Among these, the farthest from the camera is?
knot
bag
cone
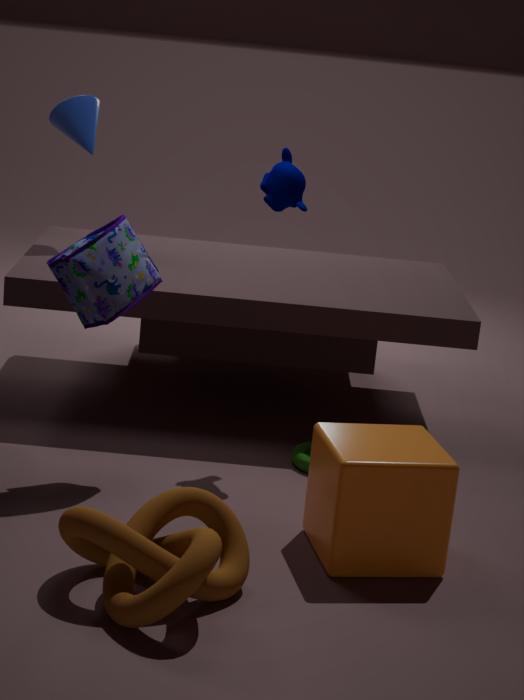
cone
